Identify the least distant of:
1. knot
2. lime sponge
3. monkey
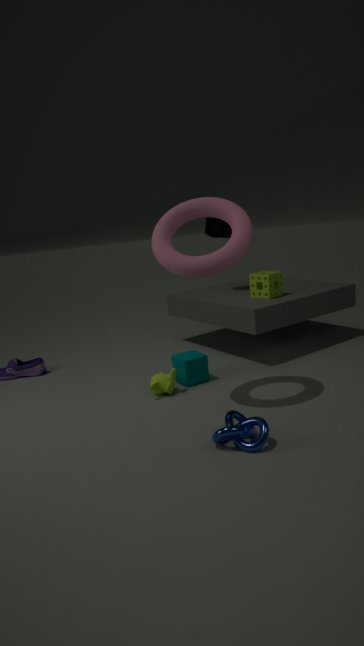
knot
